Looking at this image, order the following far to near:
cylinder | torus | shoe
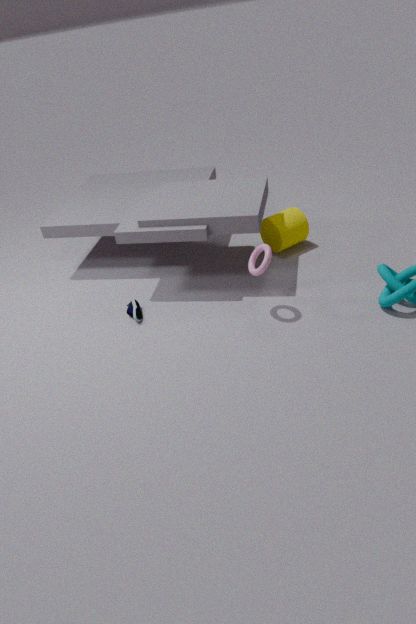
1. cylinder
2. shoe
3. torus
